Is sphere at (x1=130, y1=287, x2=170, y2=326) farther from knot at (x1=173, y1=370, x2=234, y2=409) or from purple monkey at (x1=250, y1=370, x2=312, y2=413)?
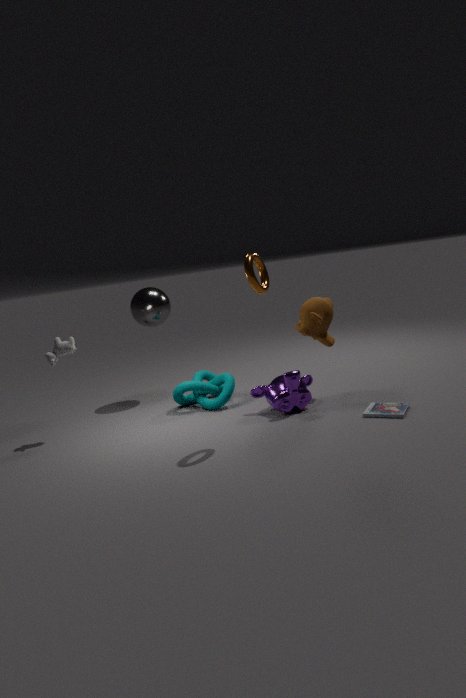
purple monkey at (x1=250, y1=370, x2=312, y2=413)
